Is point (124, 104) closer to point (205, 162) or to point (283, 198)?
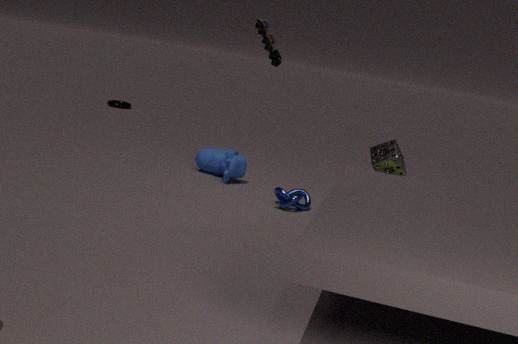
point (205, 162)
